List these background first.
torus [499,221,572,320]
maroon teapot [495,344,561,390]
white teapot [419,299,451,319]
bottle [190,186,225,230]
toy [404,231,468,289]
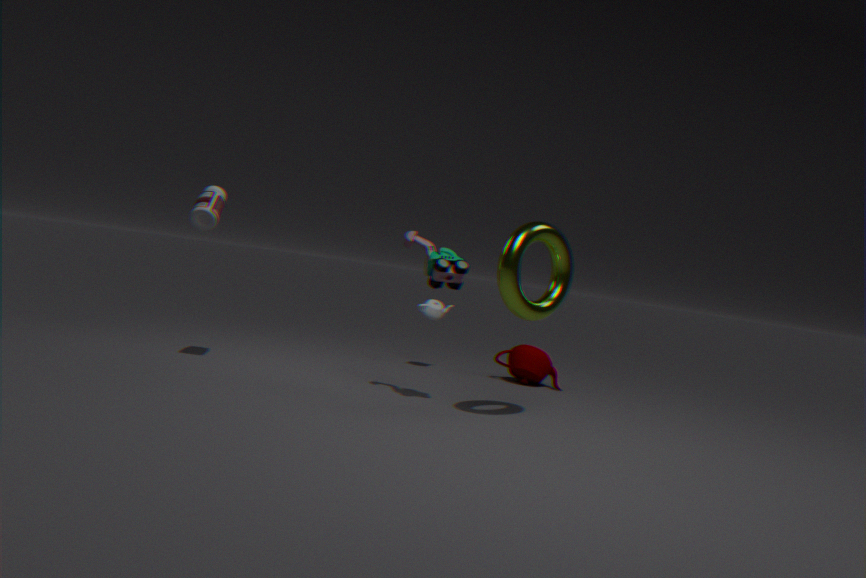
white teapot [419,299,451,319], maroon teapot [495,344,561,390], bottle [190,186,225,230], toy [404,231,468,289], torus [499,221,572,320]
